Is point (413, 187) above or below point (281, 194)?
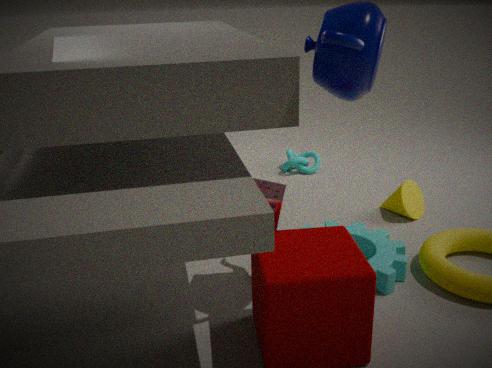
below
